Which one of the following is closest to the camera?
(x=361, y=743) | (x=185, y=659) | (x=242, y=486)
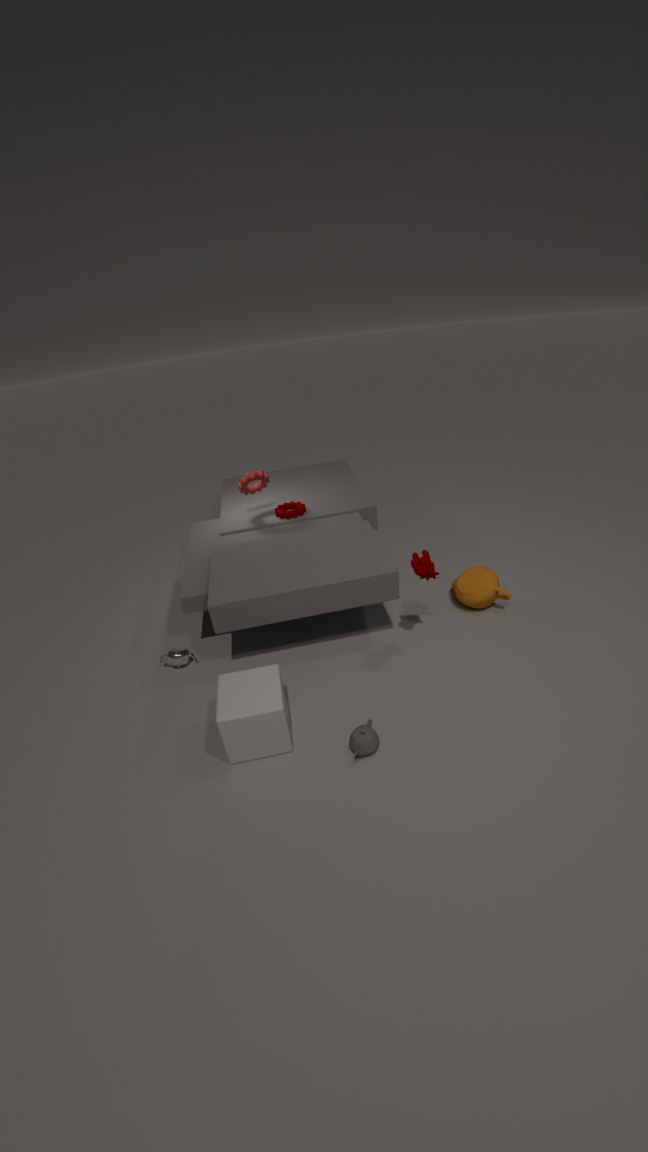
(x=361, y=743)
